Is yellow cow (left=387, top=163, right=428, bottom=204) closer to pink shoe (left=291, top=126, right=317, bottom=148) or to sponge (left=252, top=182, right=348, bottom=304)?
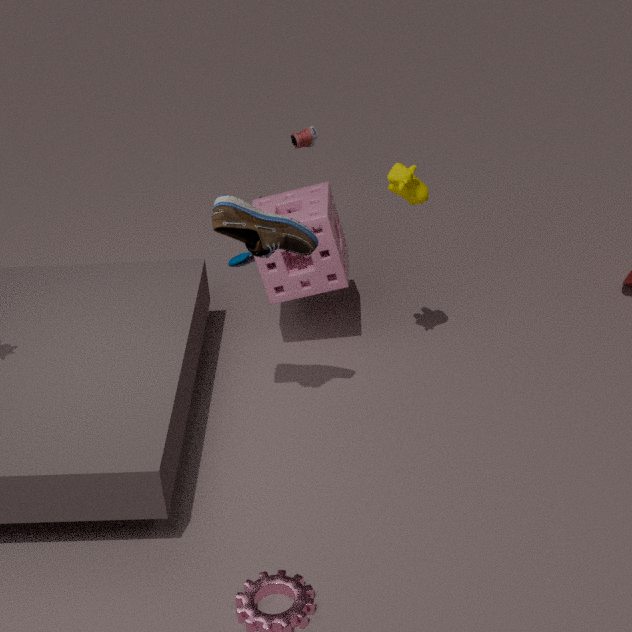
sponge (left=252, top=182, right=348, bottom=304)
